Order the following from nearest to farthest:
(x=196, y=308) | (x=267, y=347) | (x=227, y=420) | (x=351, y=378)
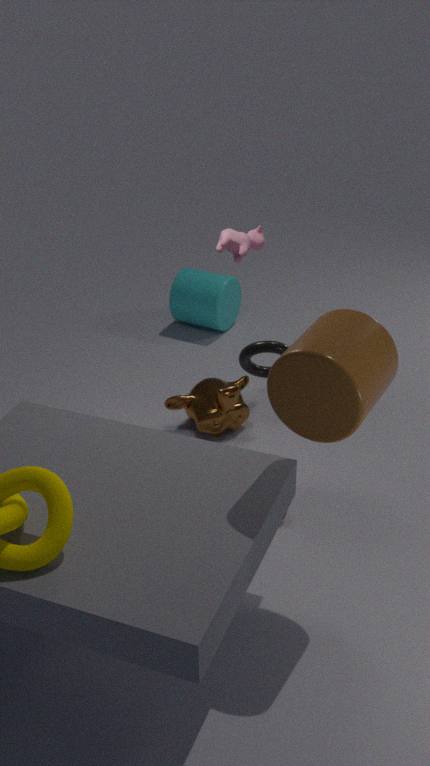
(x=351, y=378)
(x=267, y=347)
(x=227, y=420)
(x=196, y=308)
